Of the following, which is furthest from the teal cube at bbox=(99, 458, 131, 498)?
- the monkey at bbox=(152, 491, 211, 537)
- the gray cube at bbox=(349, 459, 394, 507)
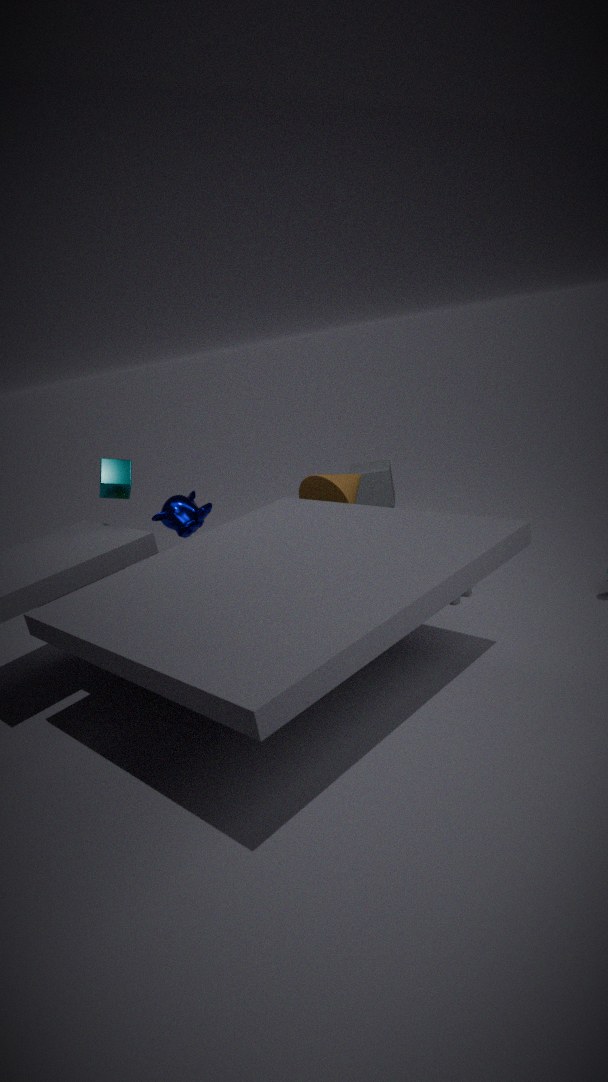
the gray cube at bbox=(349, 459, 394, 507)
